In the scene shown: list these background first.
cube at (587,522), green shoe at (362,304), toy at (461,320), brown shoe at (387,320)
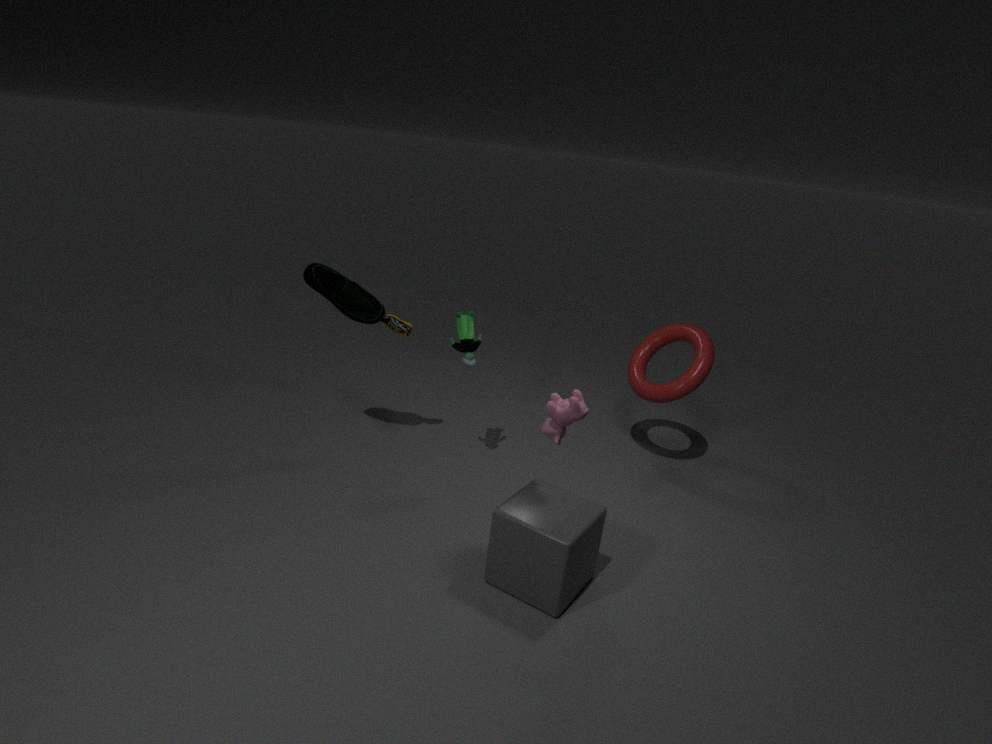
1. brown shoe at (387,320)
2. toy at (461,320)
3. green shoe at (362,304)
4. cube at (587,522)
